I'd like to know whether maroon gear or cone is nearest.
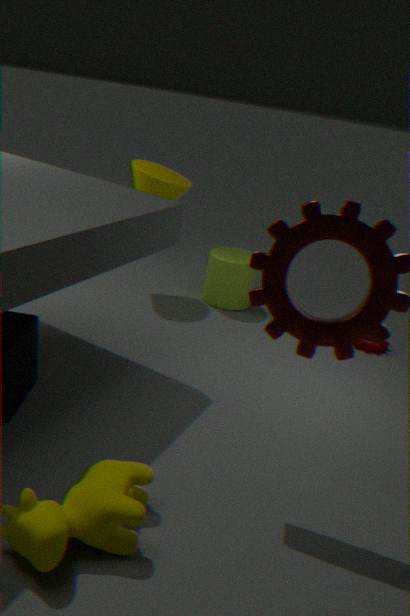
cone
